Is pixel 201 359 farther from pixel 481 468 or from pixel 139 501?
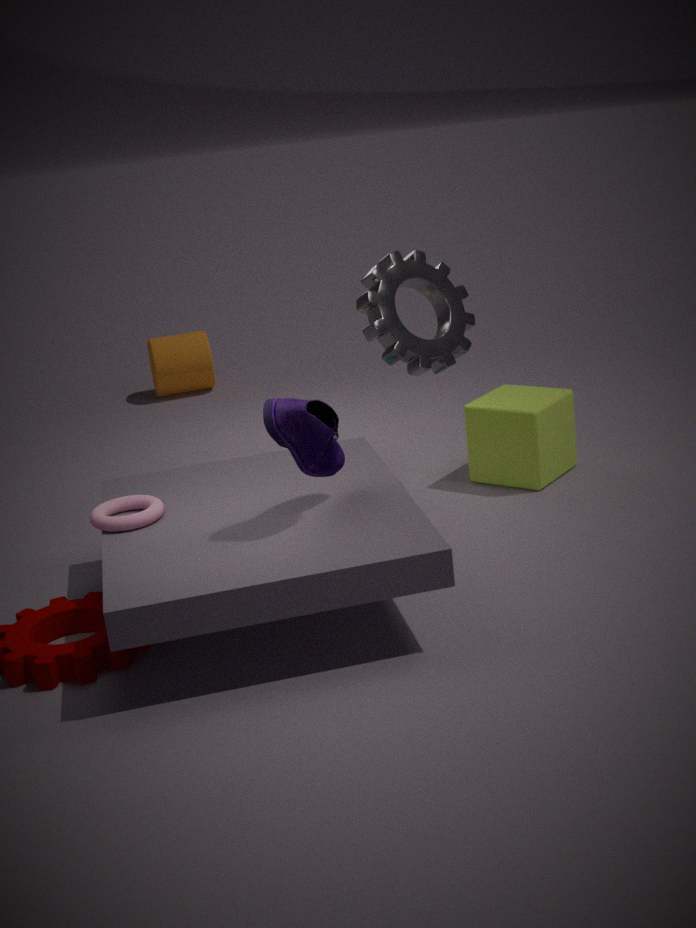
pixel 139 501
